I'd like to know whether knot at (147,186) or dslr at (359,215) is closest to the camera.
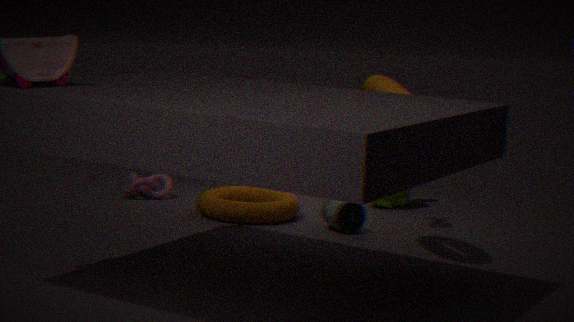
dslr at (359,215)
